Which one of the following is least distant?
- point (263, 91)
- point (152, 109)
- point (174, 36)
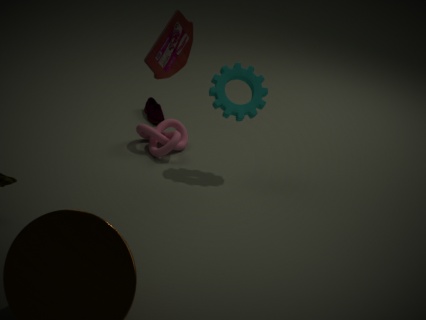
point (174, 36)
